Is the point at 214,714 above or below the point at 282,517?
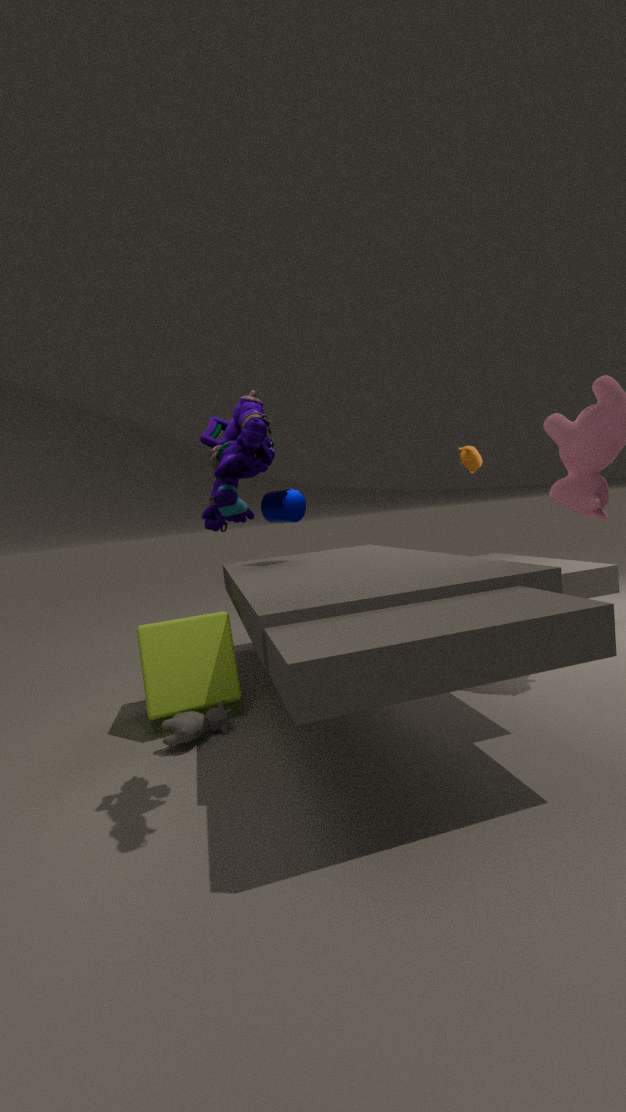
below
